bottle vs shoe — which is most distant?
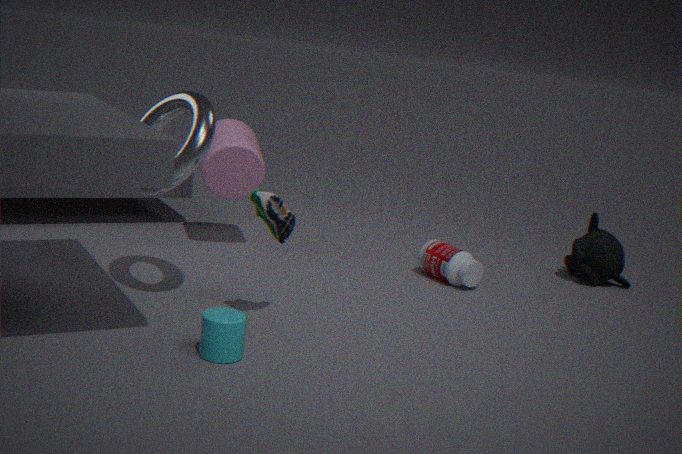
bottle
